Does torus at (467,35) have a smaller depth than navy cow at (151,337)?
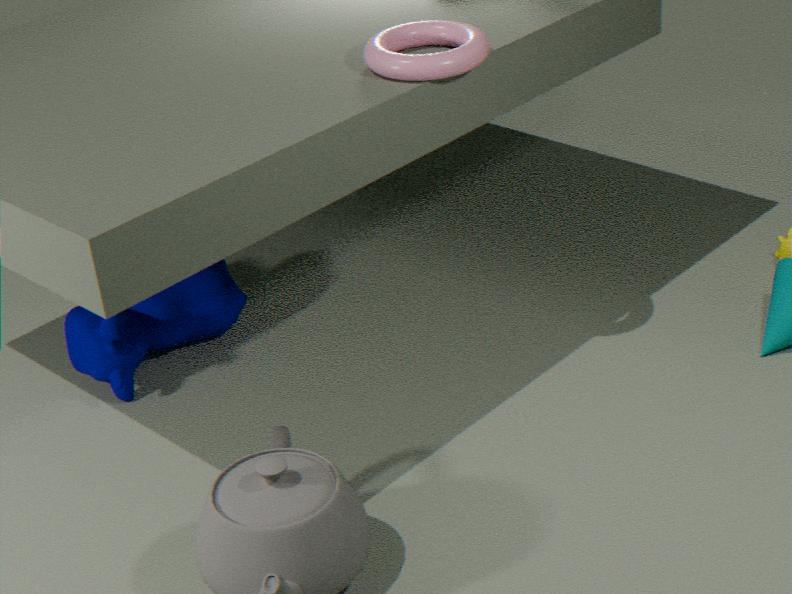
Yes
